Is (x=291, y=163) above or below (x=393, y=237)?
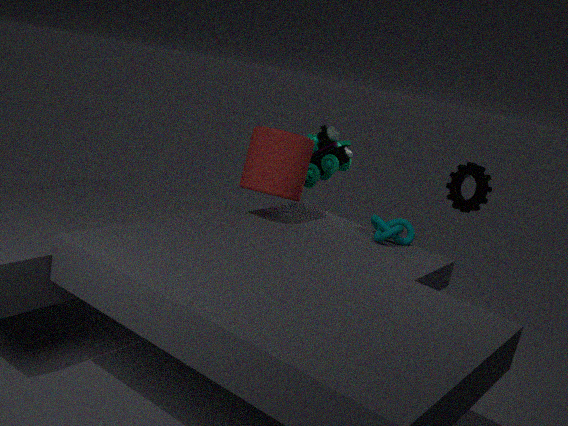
above
